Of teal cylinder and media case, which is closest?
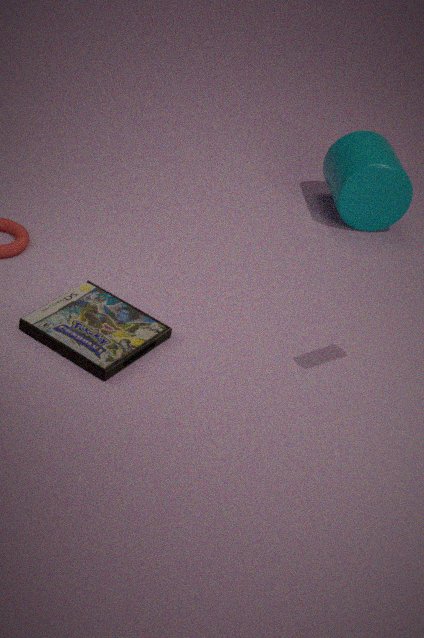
media case
